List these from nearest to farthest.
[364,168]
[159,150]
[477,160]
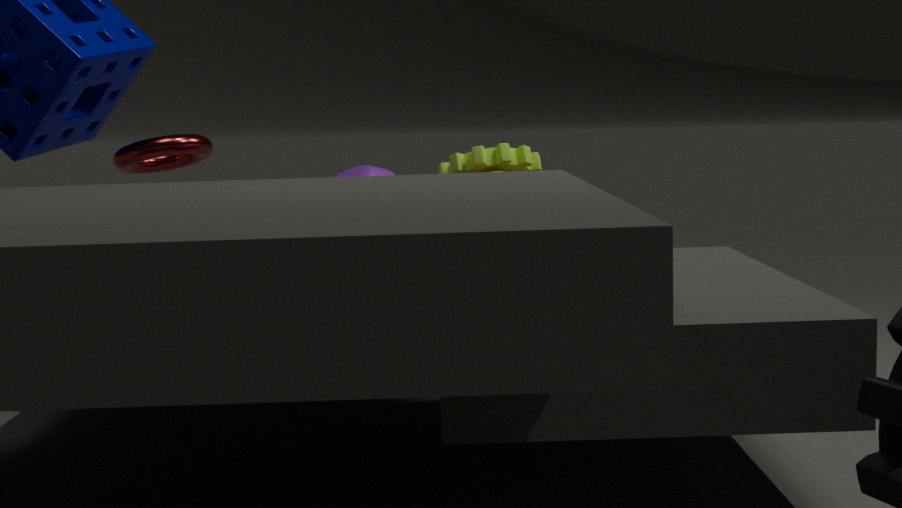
[477,160] < [364,168] < [159,150]
